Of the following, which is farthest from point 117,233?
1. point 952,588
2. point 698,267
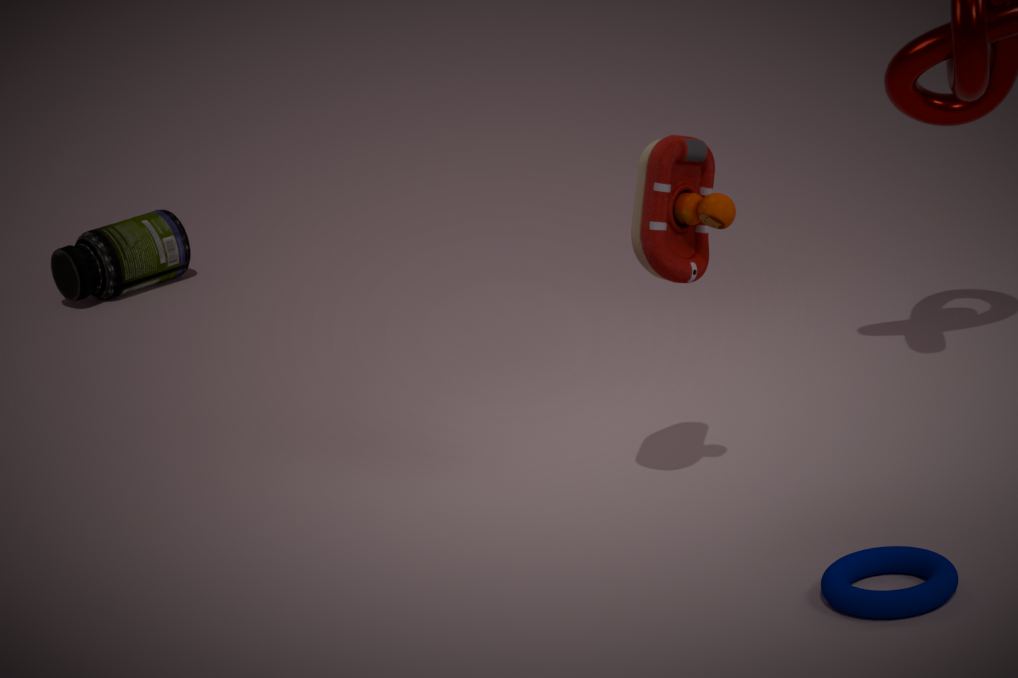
point 952,588
